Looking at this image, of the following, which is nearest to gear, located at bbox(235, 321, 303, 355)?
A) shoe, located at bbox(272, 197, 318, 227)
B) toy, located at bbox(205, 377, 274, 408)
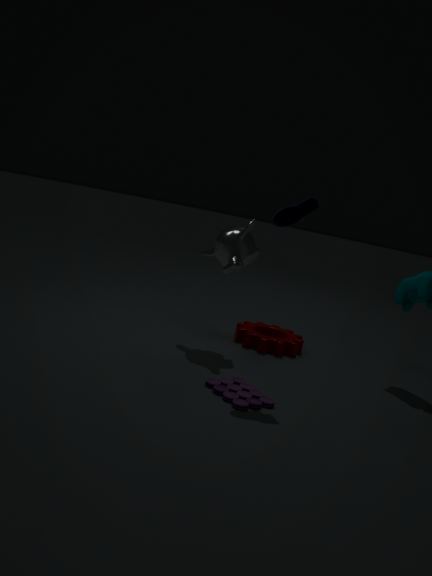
toy, located at bbox(205, 377, 274, 408)
